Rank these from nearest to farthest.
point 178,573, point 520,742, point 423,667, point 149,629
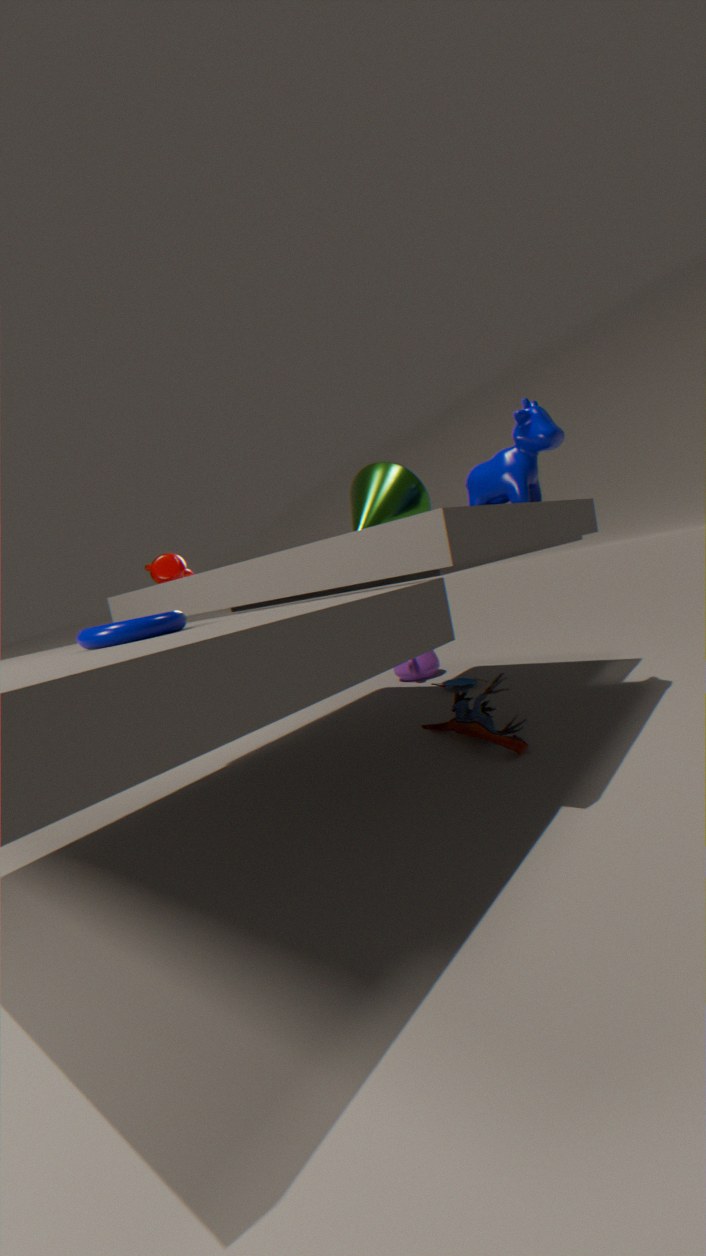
1. point 149,629
2. point 520,742
3. point 178,573
4. point 423,667
